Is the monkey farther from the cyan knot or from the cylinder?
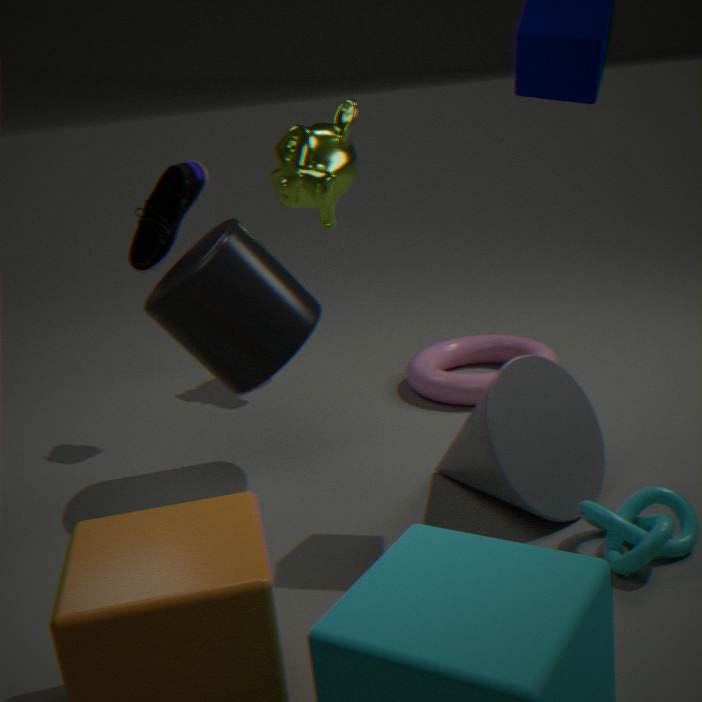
the cyan knot
